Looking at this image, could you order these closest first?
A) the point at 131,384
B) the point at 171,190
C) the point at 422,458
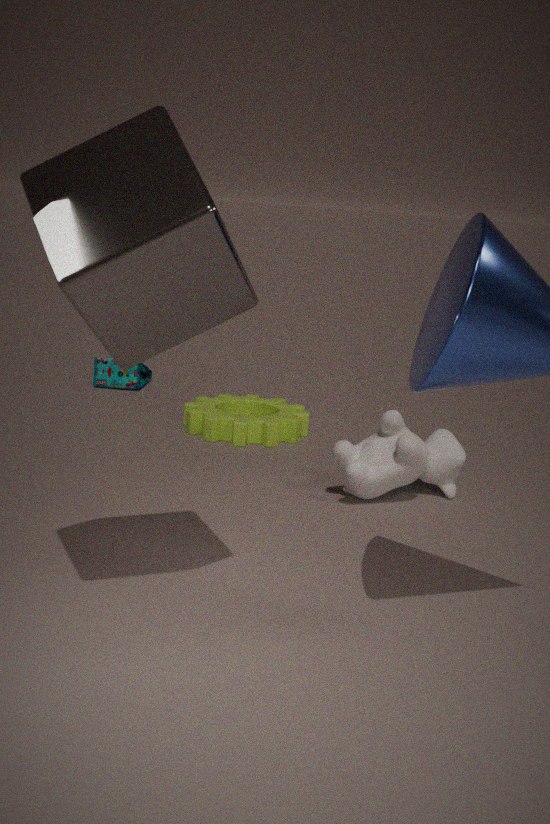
1. the point at 171,190
2. the point at 422,458
3. the point at 131,384
